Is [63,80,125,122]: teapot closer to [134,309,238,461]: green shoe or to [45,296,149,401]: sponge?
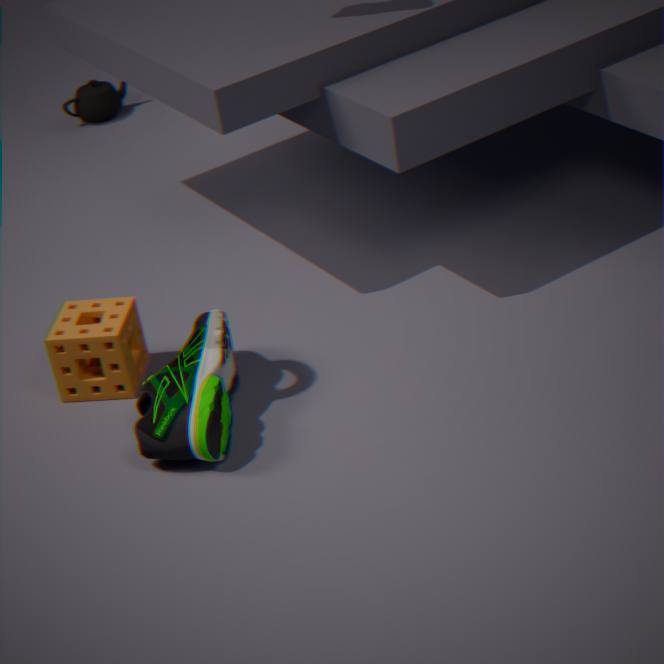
[45,296,149,401]: sponge
